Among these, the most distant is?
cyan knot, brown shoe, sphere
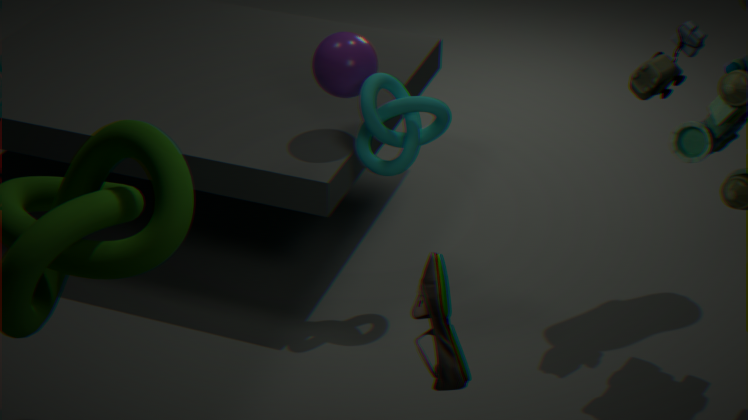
sphere
